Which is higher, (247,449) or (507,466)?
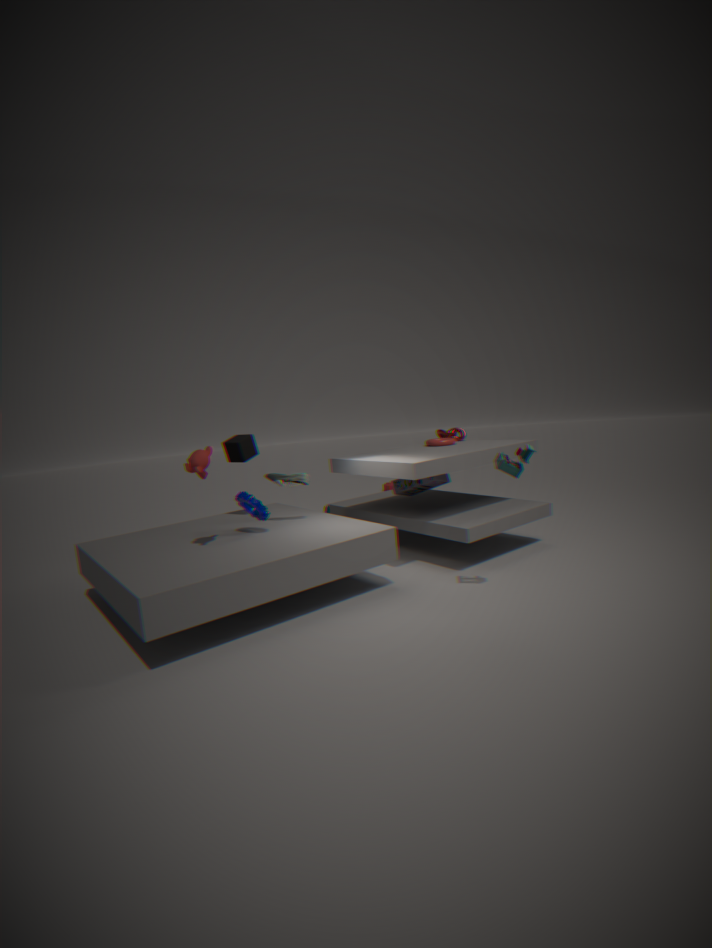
(247,449)
